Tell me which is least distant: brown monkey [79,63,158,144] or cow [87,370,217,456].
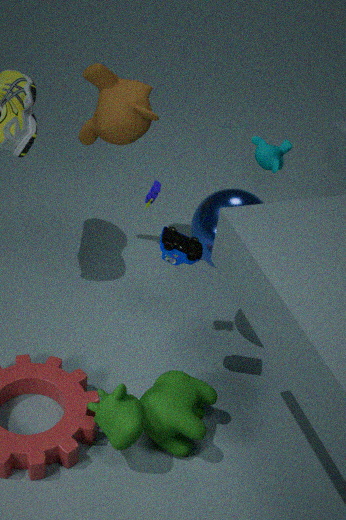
cow [87,370,217,456]
